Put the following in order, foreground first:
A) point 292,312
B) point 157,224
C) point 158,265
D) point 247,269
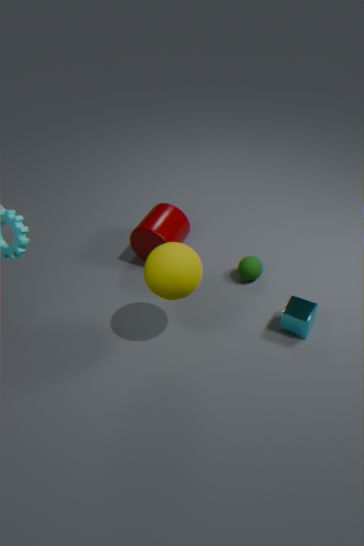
point 158,265, point 292,312, point 247,269, point 157,224
